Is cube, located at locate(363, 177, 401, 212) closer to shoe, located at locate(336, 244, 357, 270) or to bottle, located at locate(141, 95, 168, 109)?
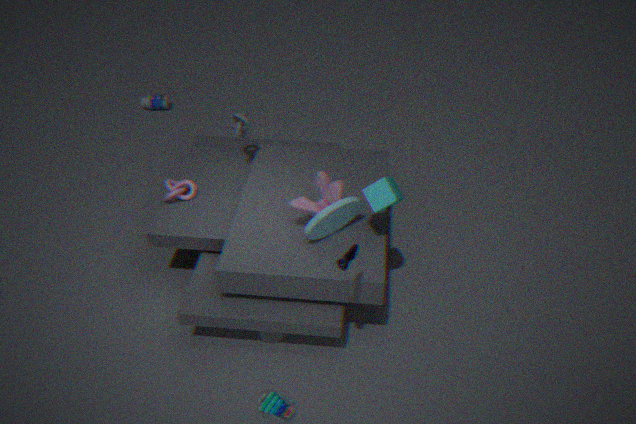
shoe, located at locate(336, 244, 357, 270)
